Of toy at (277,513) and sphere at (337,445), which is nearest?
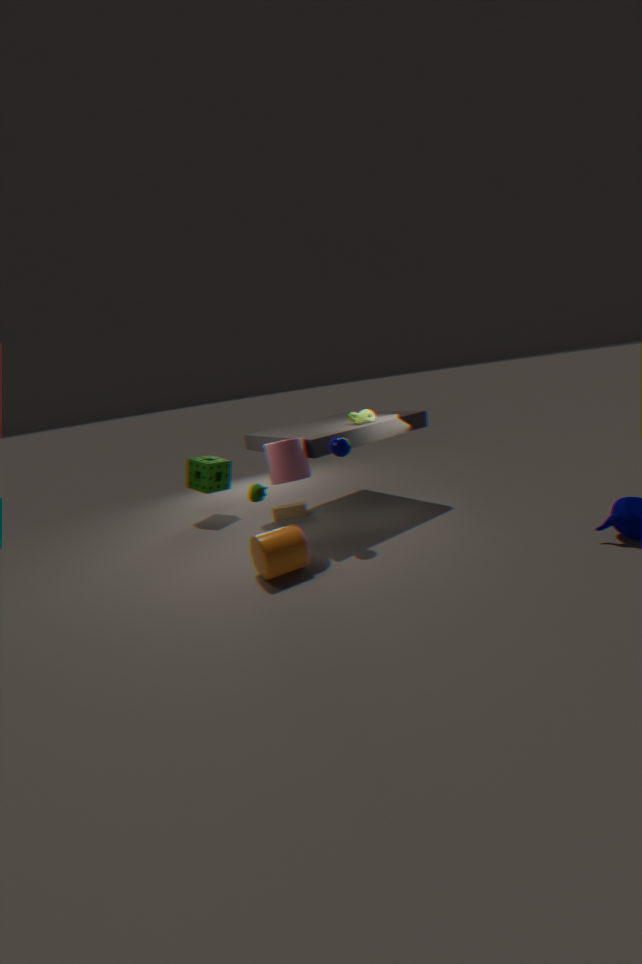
sphere at (337,445)
